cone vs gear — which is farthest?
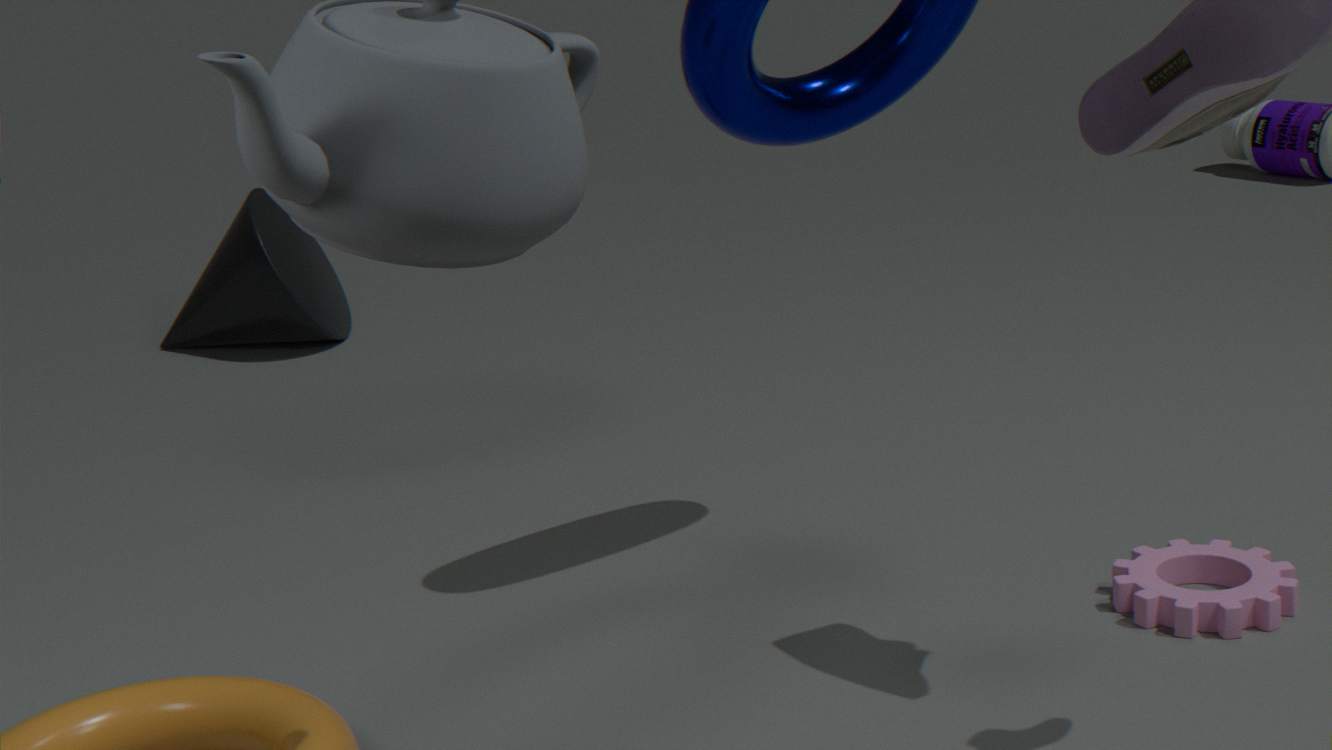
cone
